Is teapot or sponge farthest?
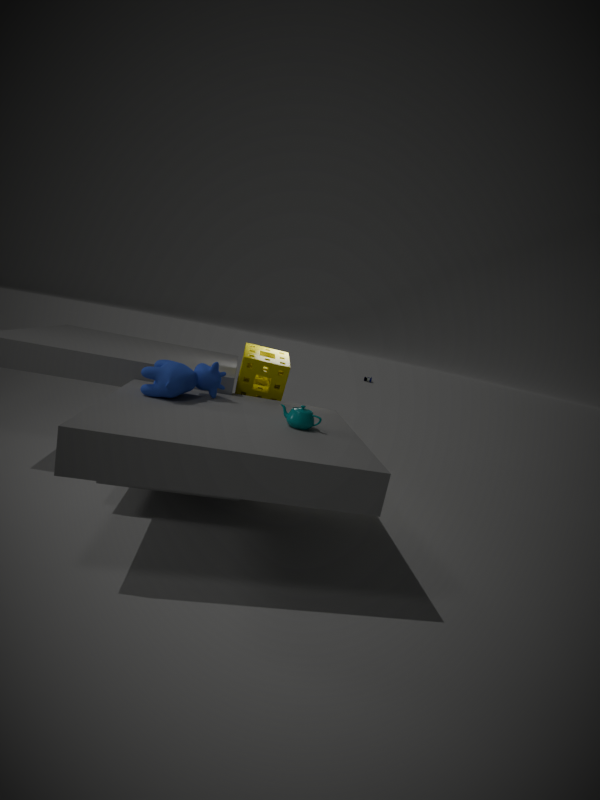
sponge
